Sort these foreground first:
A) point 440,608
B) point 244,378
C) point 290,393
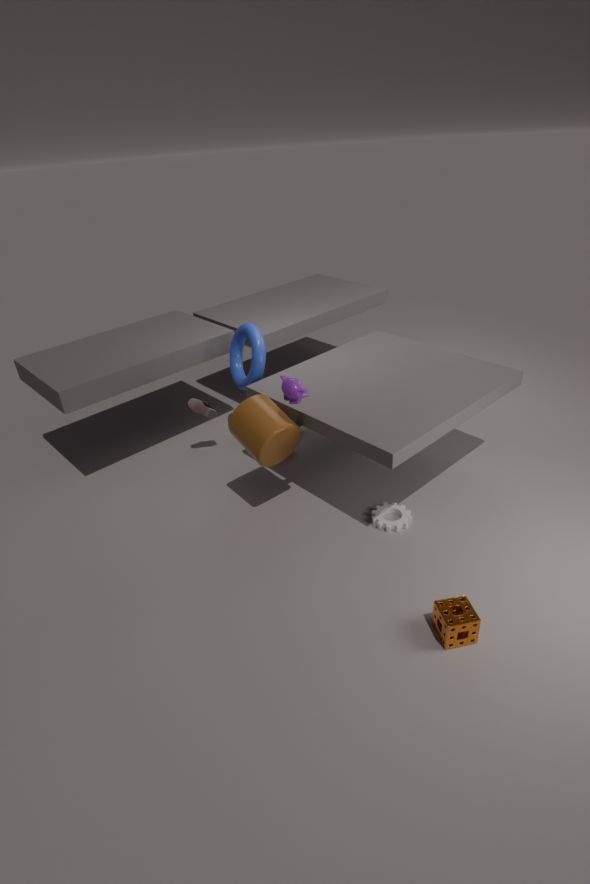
point 440,608
point 290,393
point 244,378
